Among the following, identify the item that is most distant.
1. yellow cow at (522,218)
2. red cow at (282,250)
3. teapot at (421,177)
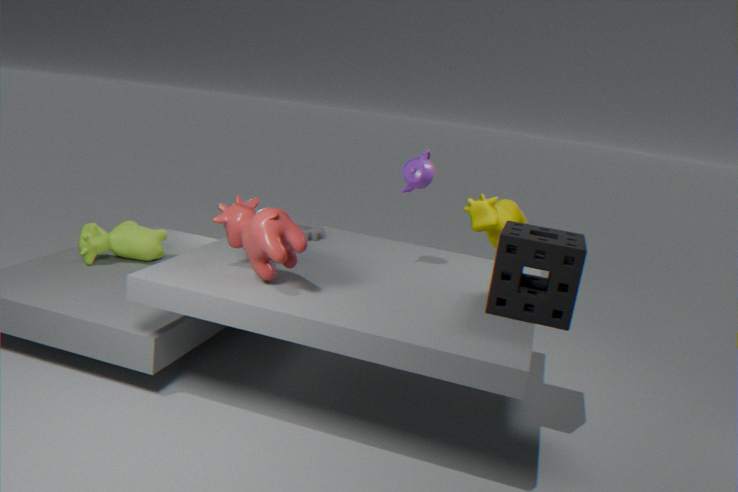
yellow cow at (522,218)
